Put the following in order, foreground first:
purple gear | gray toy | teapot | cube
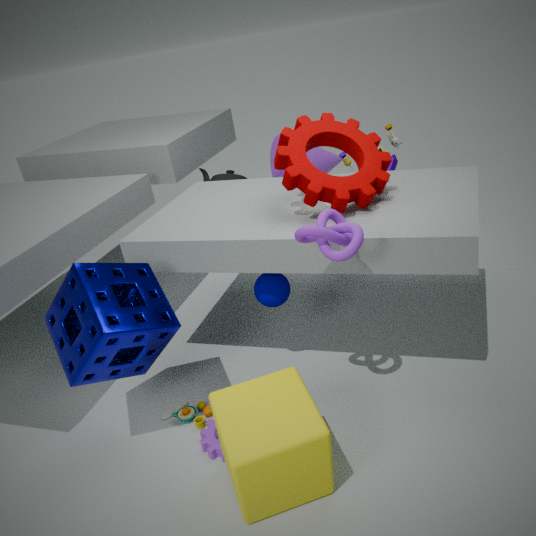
cube < purple gear < gray toy < teapot
